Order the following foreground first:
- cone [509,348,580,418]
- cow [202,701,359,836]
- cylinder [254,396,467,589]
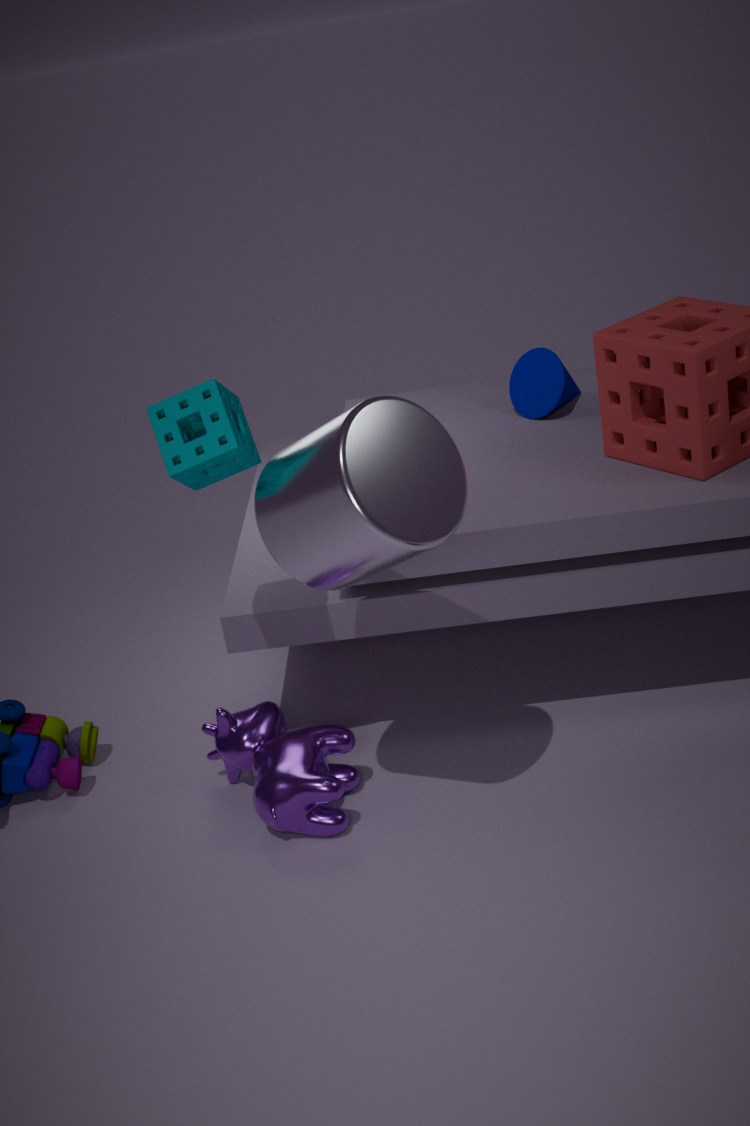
cylinder [254,396,467,589] < cow [202,701,359,836] < cone [509,348,580,418]
